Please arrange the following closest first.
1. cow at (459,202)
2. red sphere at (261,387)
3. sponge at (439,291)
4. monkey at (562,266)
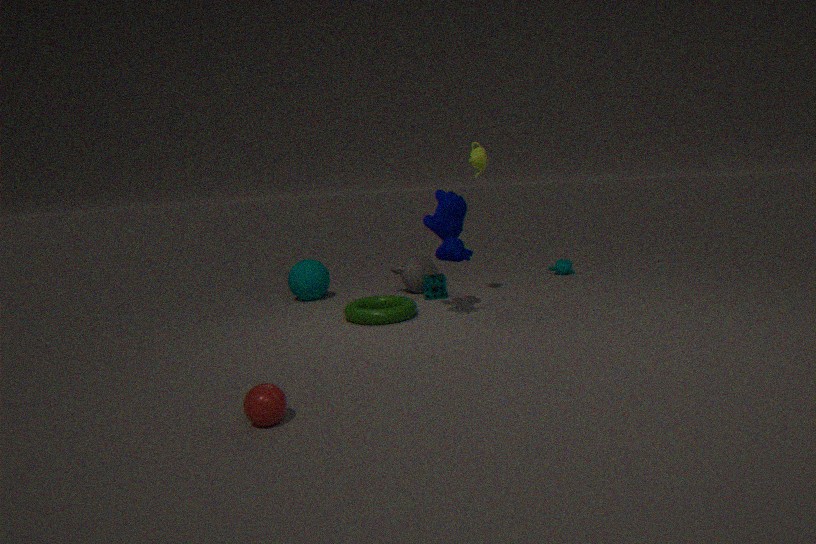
red sphere at (261,387)
cow at (459,202)
sponge at (439,291)
monkey at (562,266)
